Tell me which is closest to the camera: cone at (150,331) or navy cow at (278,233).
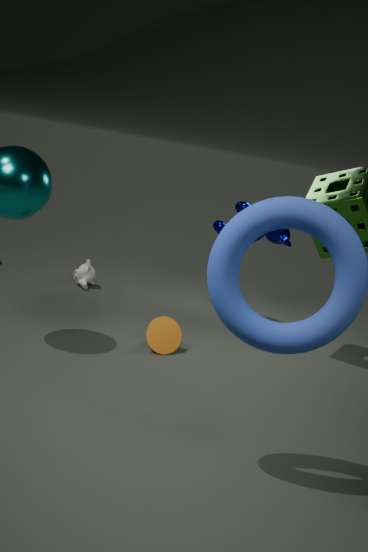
cone at (150,331)
